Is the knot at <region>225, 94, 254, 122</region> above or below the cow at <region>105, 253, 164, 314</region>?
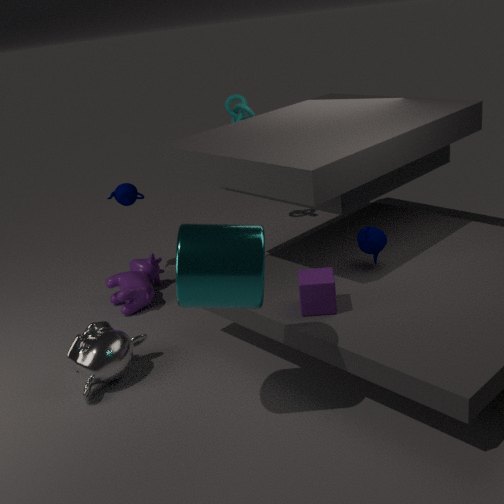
above
